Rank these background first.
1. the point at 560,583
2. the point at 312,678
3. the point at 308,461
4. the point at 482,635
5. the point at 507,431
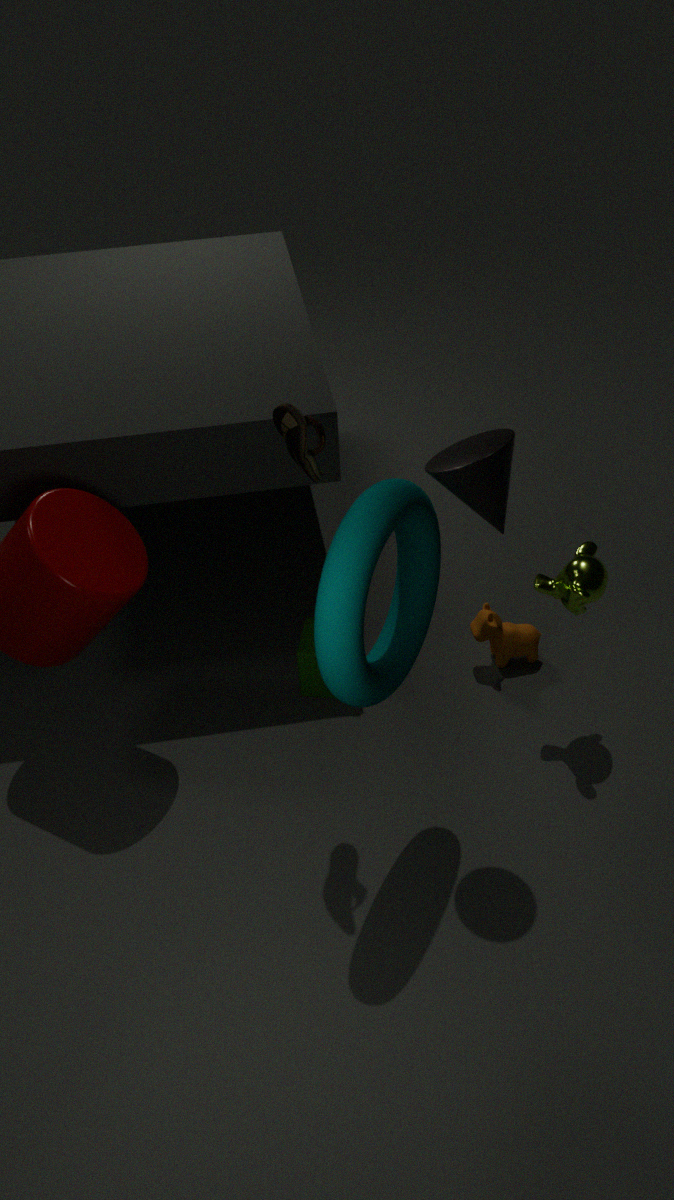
the point at 482,635, the point at 312,678, the point at 560,583, the point at 308,461, the point at 507,431
